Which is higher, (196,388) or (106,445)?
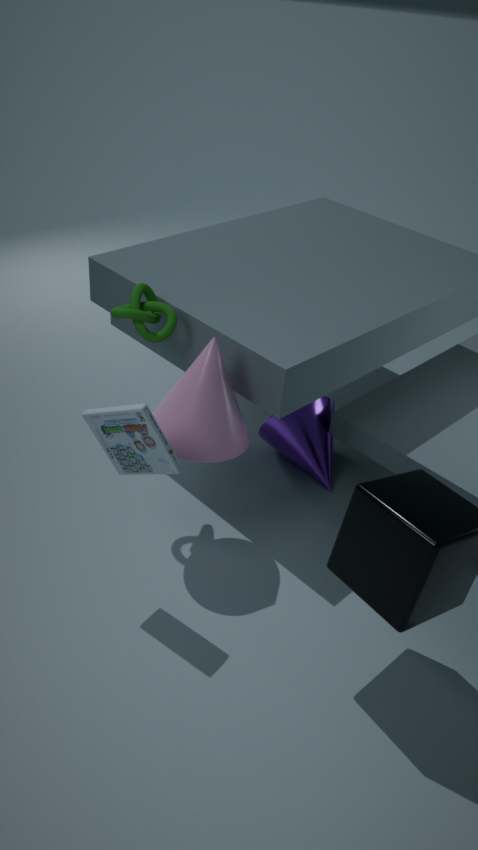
(106,445)
